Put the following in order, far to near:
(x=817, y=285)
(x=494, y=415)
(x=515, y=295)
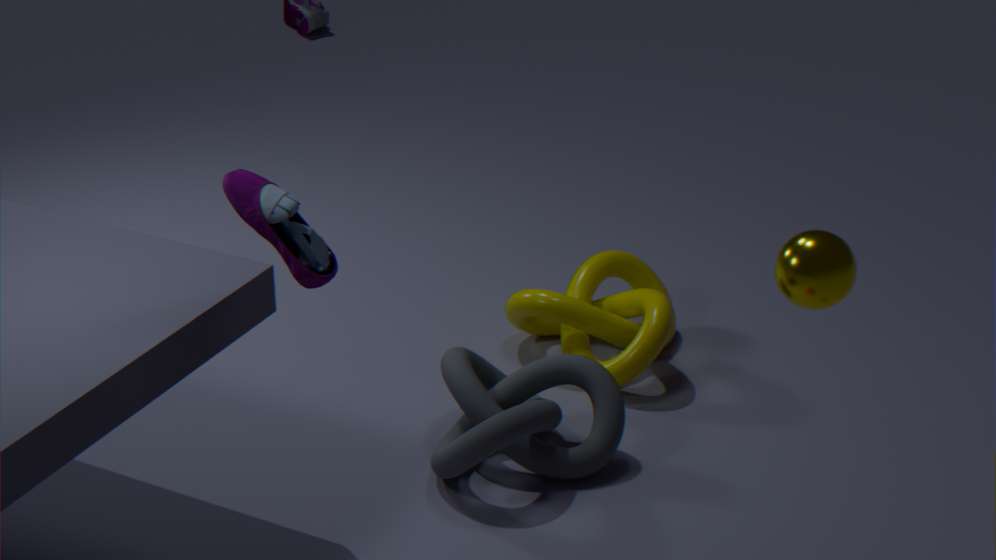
(x=515, y=295) < (x=494, y=415) < (x=817, y=285)
